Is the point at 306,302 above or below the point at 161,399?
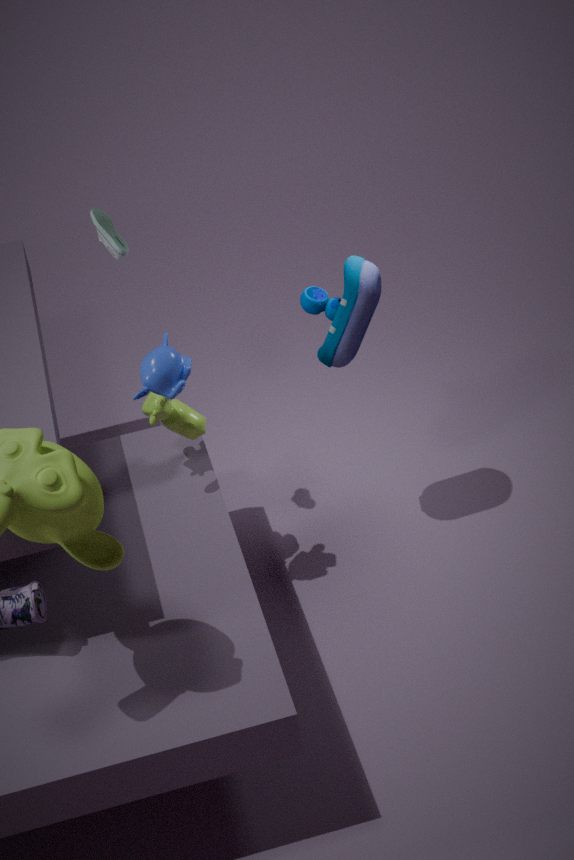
above
